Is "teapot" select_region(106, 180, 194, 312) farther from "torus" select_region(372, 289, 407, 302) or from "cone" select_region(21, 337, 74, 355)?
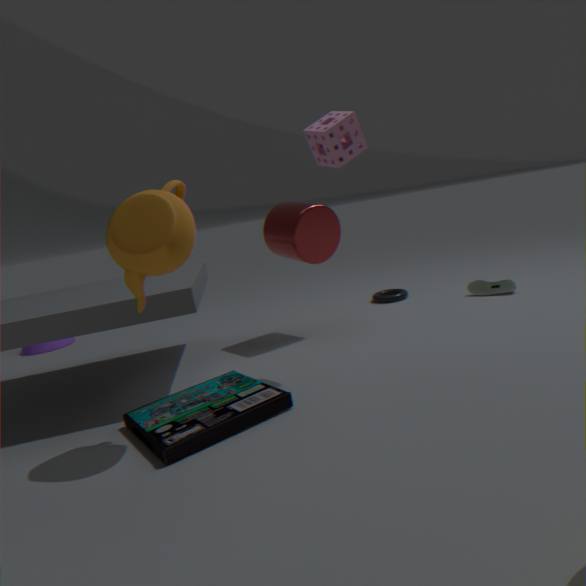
"cone" select_region(21, 337, 74, 355)
